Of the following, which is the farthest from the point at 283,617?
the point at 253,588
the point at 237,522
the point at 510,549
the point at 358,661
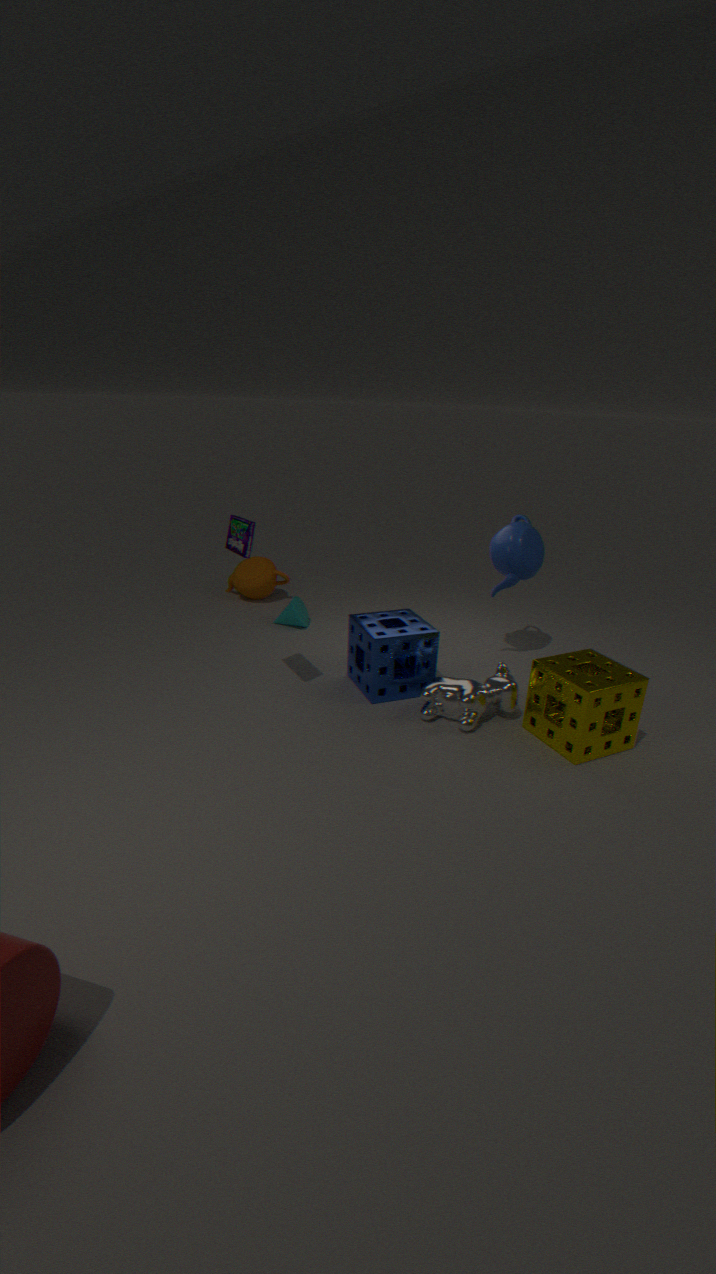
the point at 510,549
